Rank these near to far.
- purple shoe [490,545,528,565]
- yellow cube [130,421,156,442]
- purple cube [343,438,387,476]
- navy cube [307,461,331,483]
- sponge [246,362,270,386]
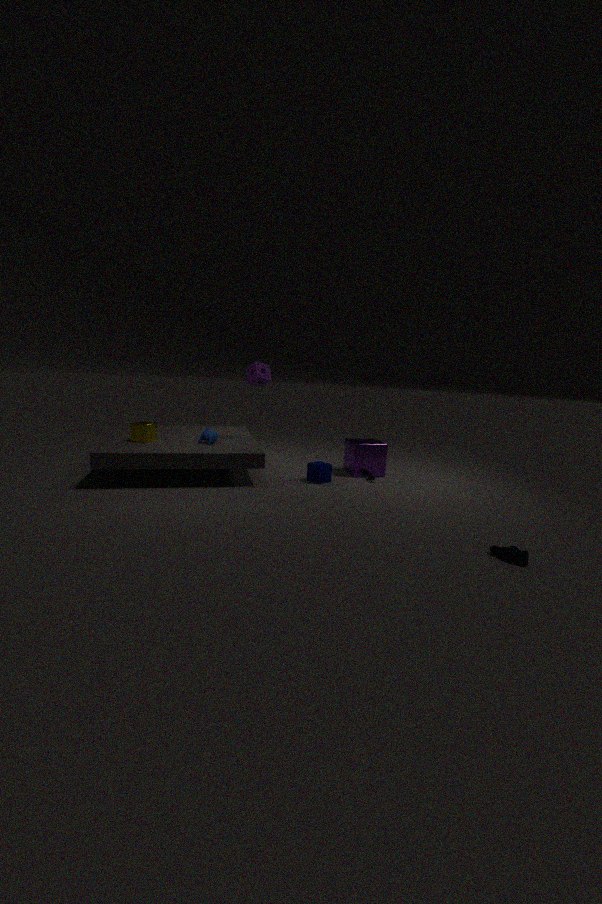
purple shoe [490,545,528,565], yellow cube [130,421,156,442], navy cube [307,461,331,483], sponge [246,362,270,386], purple cube [343,438,387,476]
